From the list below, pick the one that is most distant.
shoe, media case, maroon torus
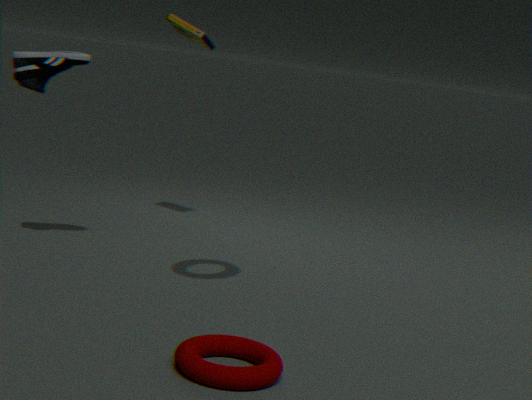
media case
